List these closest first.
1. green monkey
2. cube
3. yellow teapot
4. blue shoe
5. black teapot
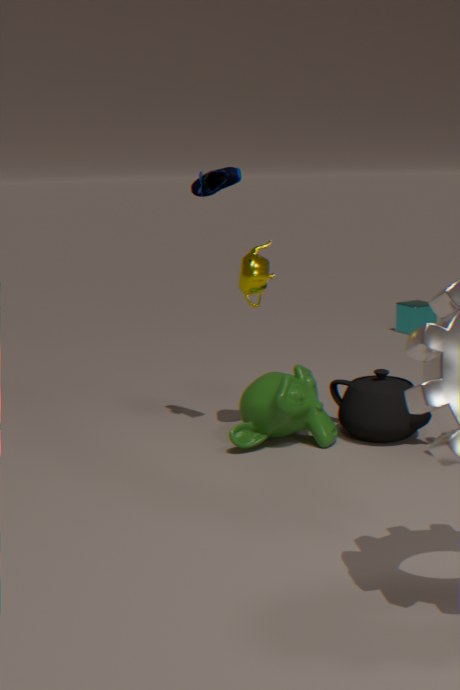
blue shoe → green monkey → yellow teapot → black teapot → cube
